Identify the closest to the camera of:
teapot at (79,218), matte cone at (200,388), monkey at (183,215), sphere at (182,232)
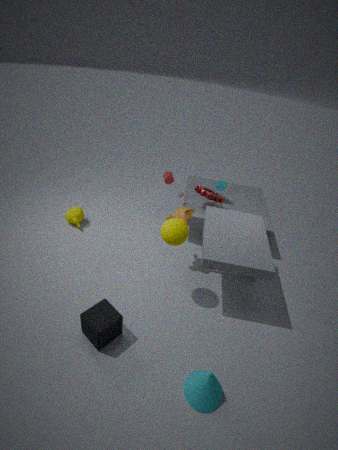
matte cone at (200,388)
